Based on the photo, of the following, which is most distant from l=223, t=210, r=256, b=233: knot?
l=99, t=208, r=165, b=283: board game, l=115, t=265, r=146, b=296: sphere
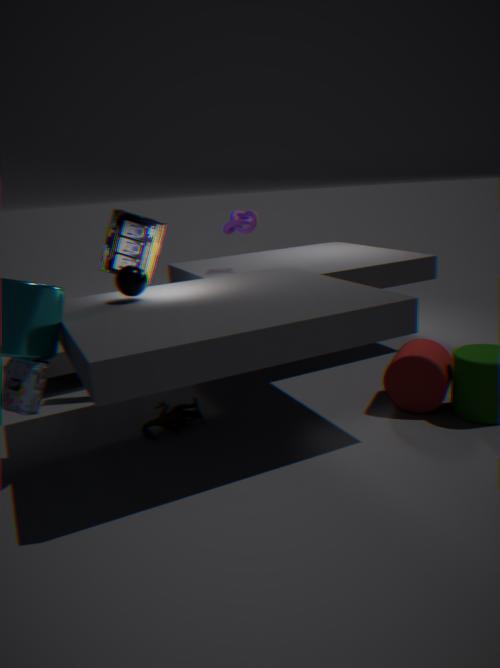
l=115, t=265, r=146, b=296: sphere
